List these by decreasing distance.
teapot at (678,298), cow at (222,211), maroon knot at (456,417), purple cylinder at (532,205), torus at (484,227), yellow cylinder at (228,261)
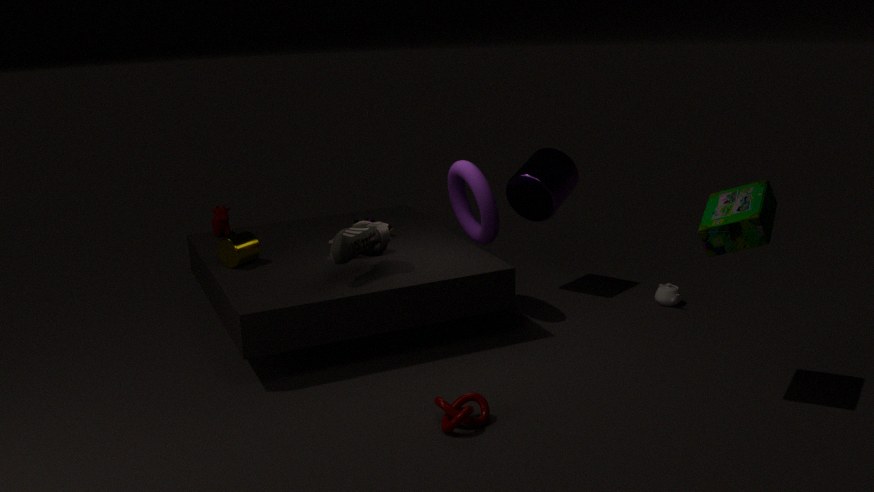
cow at (222,211) → purple cylinder at (532,205) → teapot at (678,298) → torus at (484,227) → yellow cylinder at (228,261) → maroon knot at (456,417)
